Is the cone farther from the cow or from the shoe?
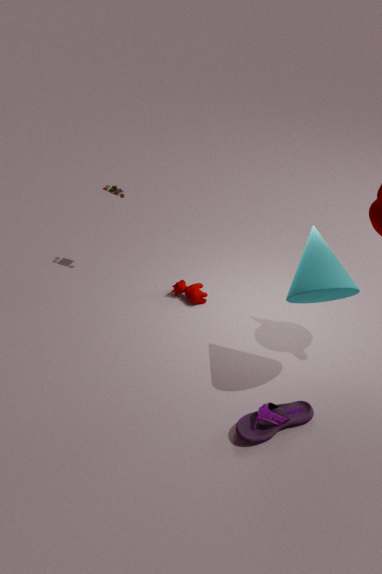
the cow
